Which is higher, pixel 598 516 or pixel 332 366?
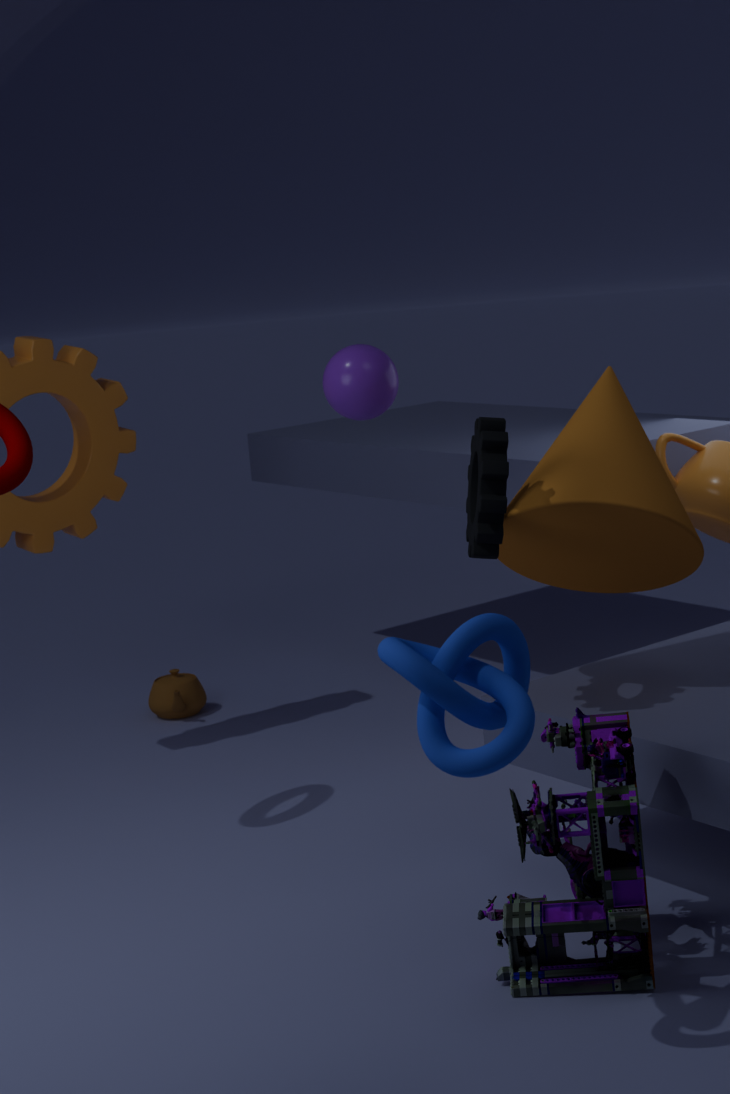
pixel 332 366
